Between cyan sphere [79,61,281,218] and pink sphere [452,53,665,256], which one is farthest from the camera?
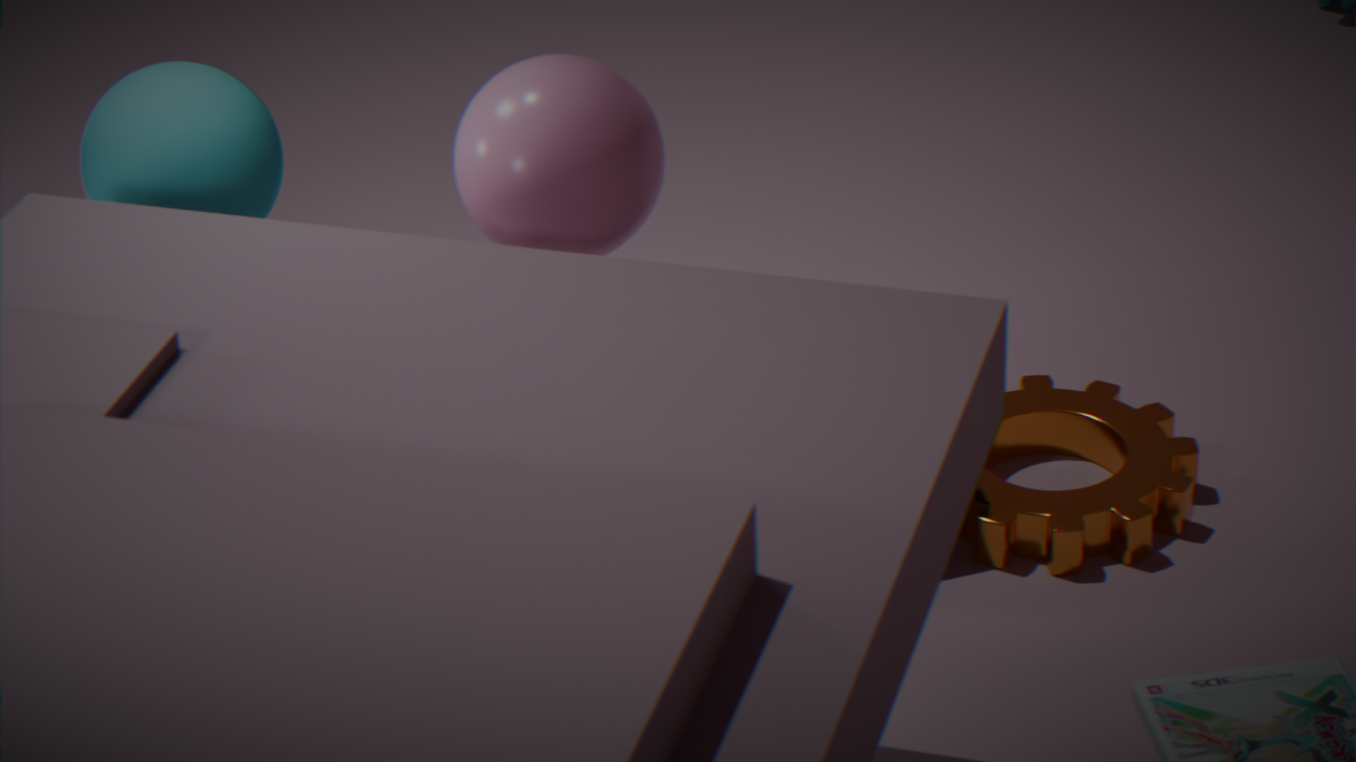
cyan sphere [79,61,281,218]
